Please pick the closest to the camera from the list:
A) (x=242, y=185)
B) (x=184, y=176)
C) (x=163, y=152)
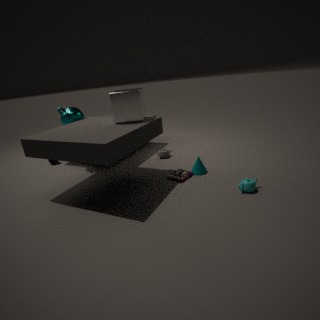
(x=242, y=185)
